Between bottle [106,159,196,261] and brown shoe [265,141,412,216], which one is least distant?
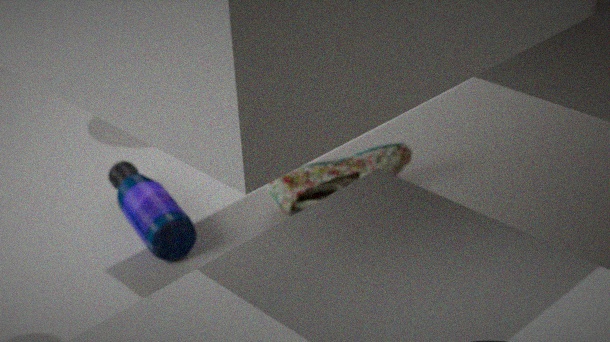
bottle [106,159,196,261]
